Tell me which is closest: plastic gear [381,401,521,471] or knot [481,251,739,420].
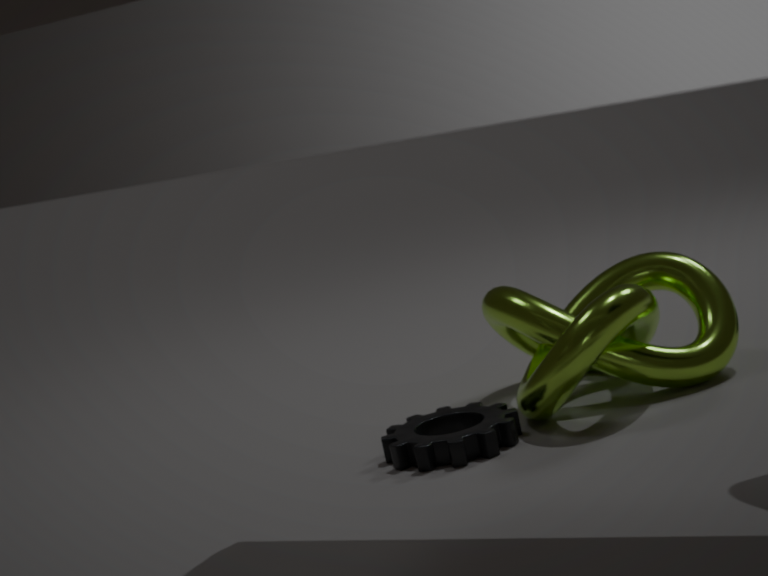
plastic gear [381,401,521,471]
